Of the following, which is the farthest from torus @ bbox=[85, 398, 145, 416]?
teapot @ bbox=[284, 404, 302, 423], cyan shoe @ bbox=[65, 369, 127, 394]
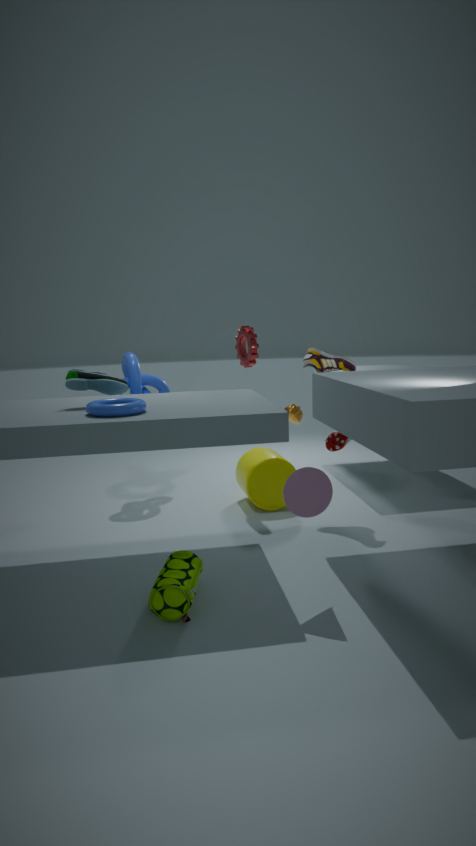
teapot @ bbox=[284, 404, 302, 423]
